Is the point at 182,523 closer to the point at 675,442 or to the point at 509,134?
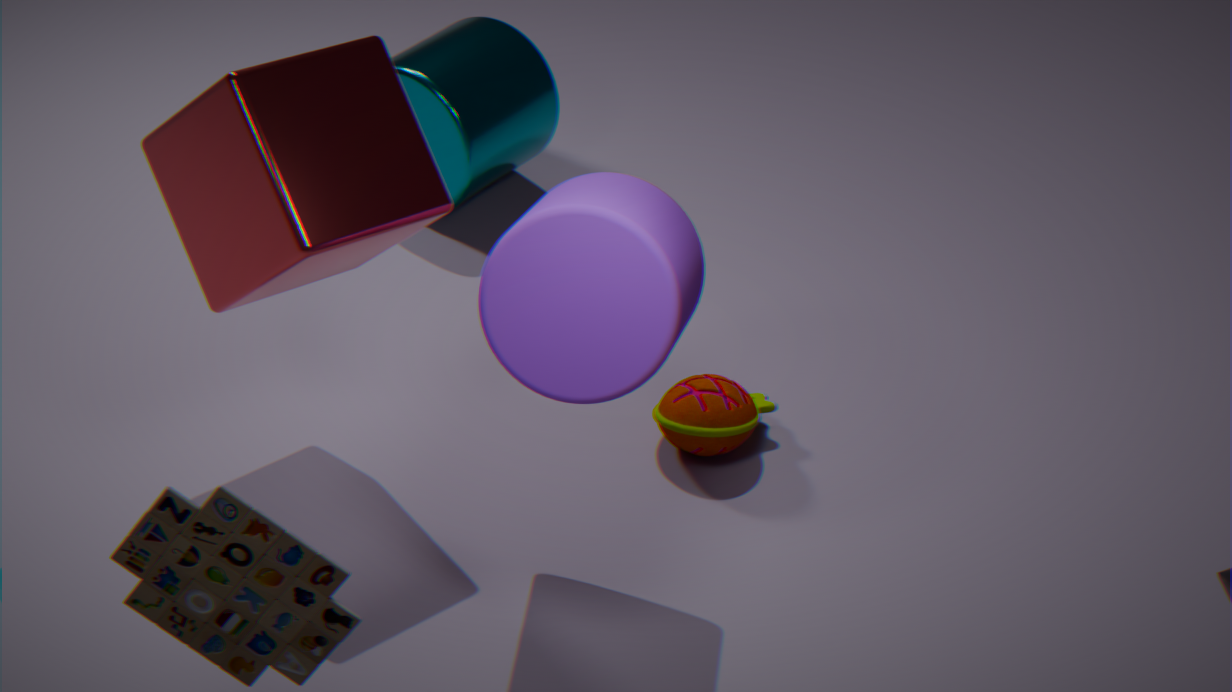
the point at 675,442
